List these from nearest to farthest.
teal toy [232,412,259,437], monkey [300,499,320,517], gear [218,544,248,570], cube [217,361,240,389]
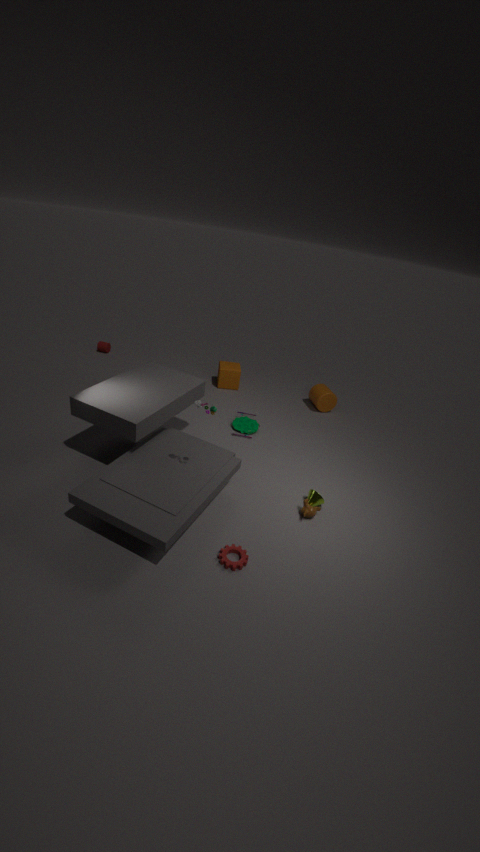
1. gear [218,544,248,570]
2. monkey [300,499,320,517]
3. teal toy [232,412,259,437]
4. cube [217,361,240,389]
